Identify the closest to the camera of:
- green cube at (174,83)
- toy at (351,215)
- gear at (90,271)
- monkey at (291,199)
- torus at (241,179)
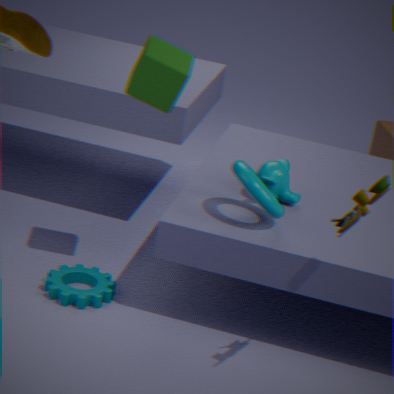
toy at (351,215)
